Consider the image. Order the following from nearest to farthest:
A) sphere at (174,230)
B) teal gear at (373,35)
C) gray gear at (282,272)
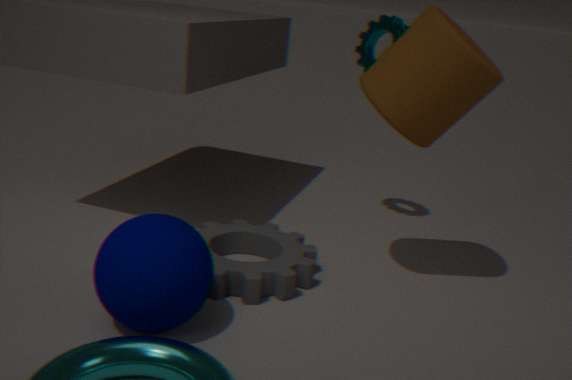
1. sphere at (174,230)
2. gray gear at (282,272)
3. teal gear at (373,35)
